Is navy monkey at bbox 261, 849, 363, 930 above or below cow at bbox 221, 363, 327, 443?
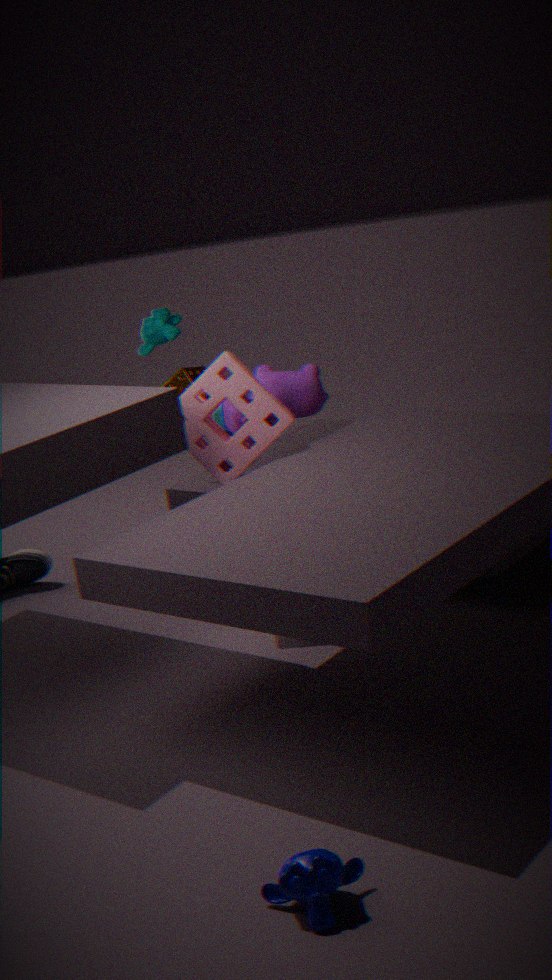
below
